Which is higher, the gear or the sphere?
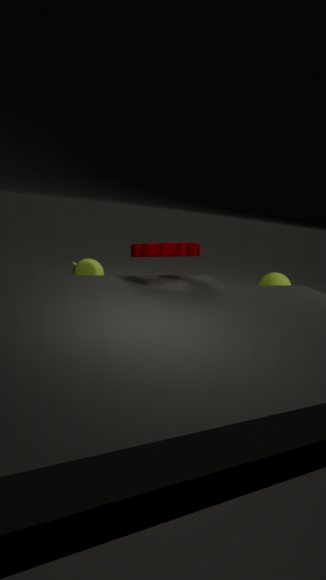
the gear
